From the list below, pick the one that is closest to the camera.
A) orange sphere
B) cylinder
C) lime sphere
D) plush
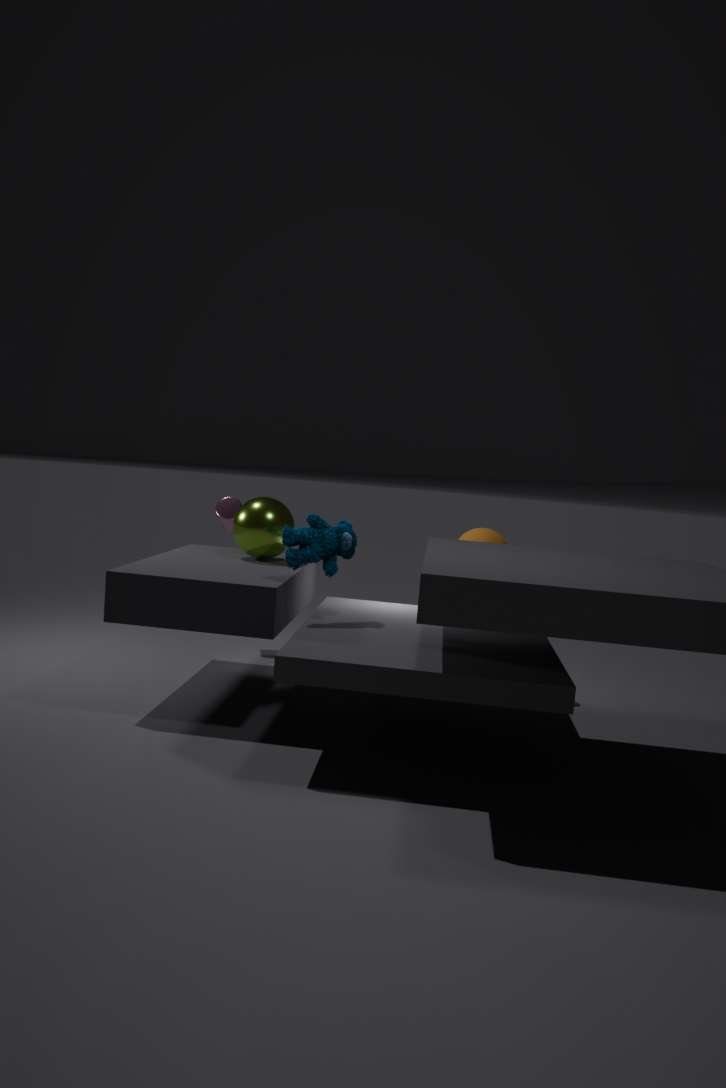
plush
